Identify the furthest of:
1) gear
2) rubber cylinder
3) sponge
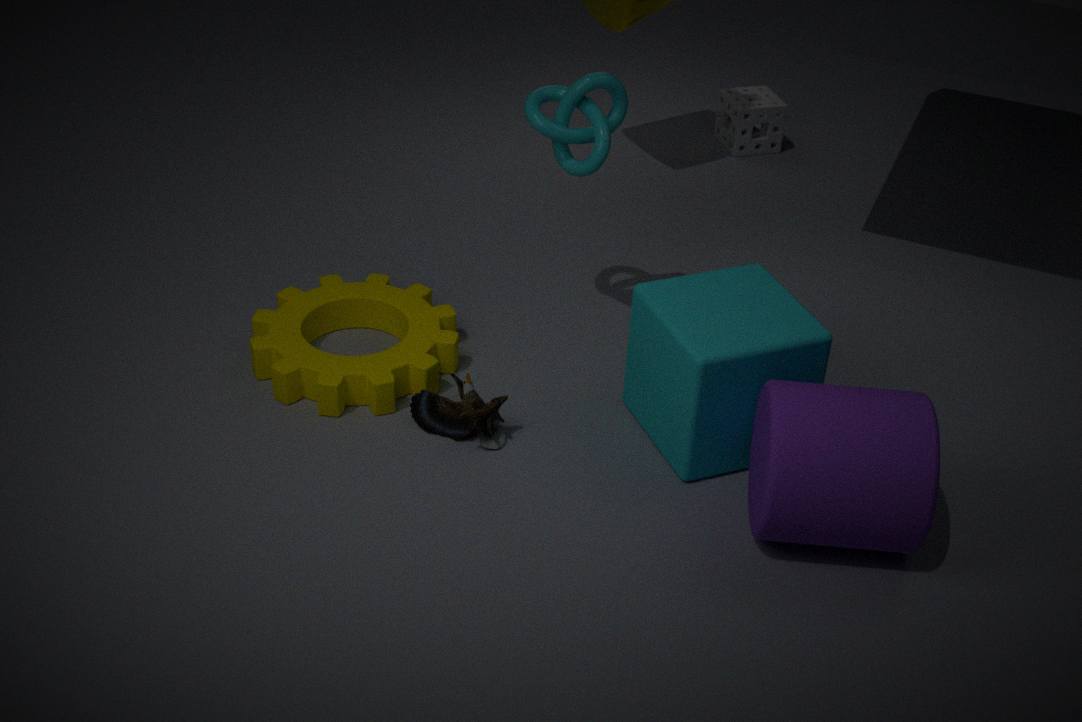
3. sponge
